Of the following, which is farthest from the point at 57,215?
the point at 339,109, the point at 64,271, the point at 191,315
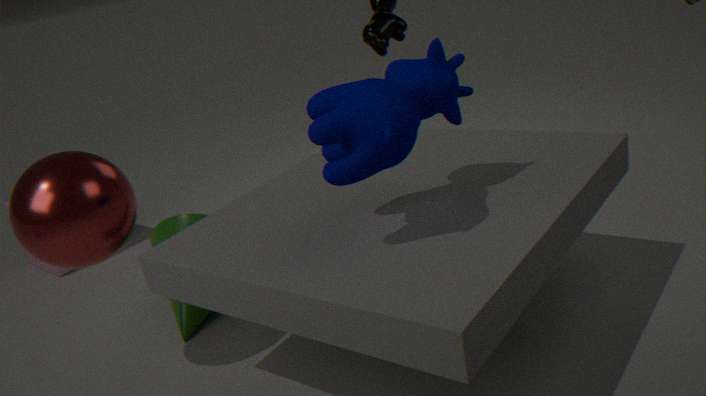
the point at 64,271
